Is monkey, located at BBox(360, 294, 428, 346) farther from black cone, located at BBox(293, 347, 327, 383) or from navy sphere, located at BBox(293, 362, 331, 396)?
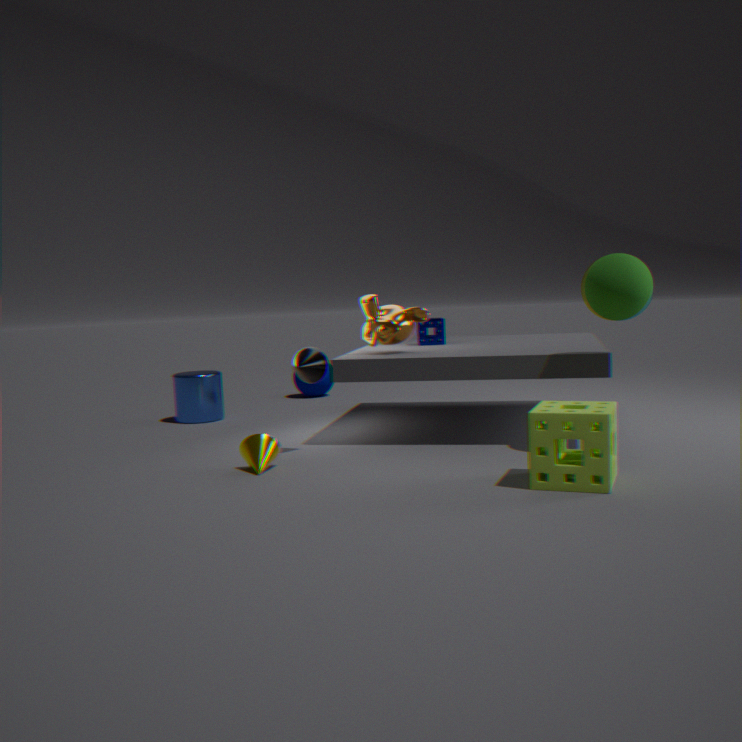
navy sphere, located at BBox(293, 362, 331, 396)
